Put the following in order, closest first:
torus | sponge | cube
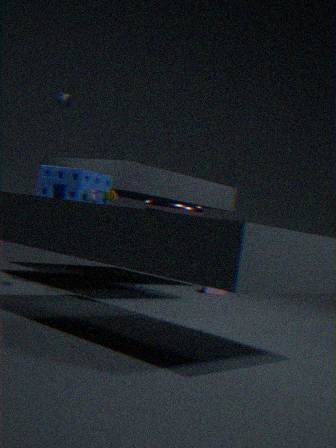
torus
sponge
cube
